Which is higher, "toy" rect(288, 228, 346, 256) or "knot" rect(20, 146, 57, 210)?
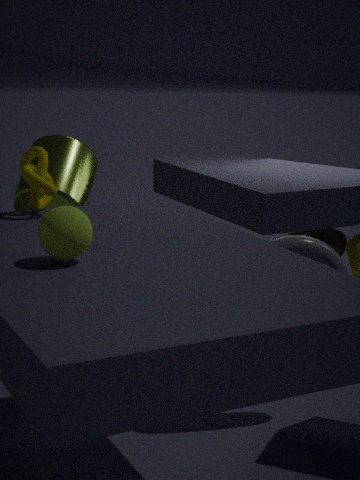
"knot" rect(20, 146, 57, 210)
